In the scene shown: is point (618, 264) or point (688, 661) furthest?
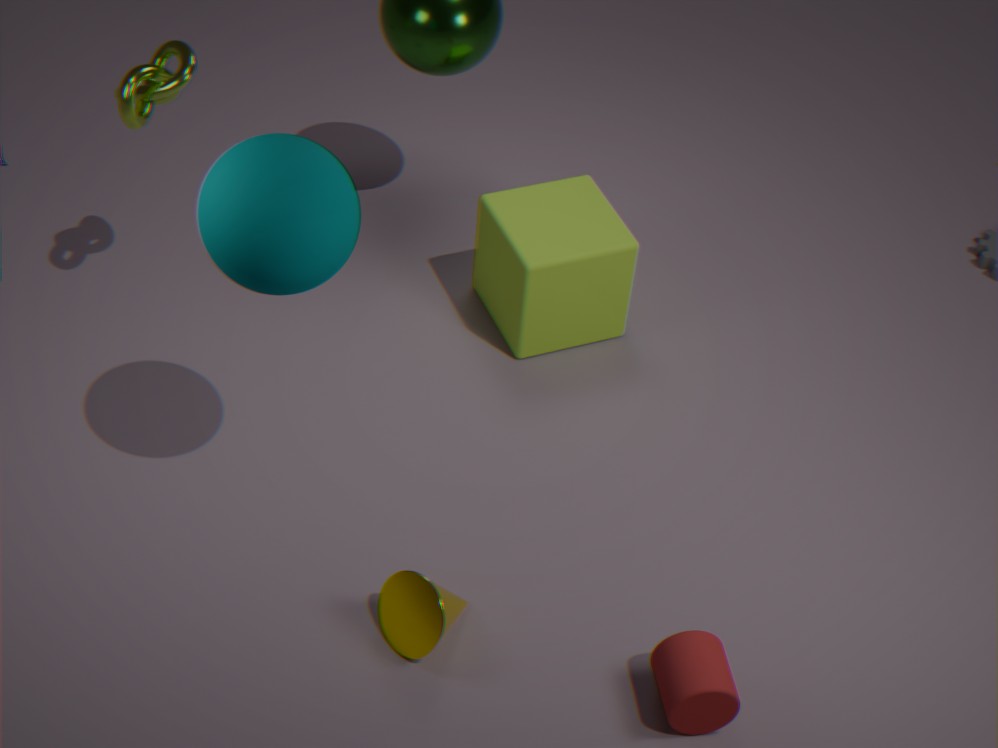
point (618, 264)
